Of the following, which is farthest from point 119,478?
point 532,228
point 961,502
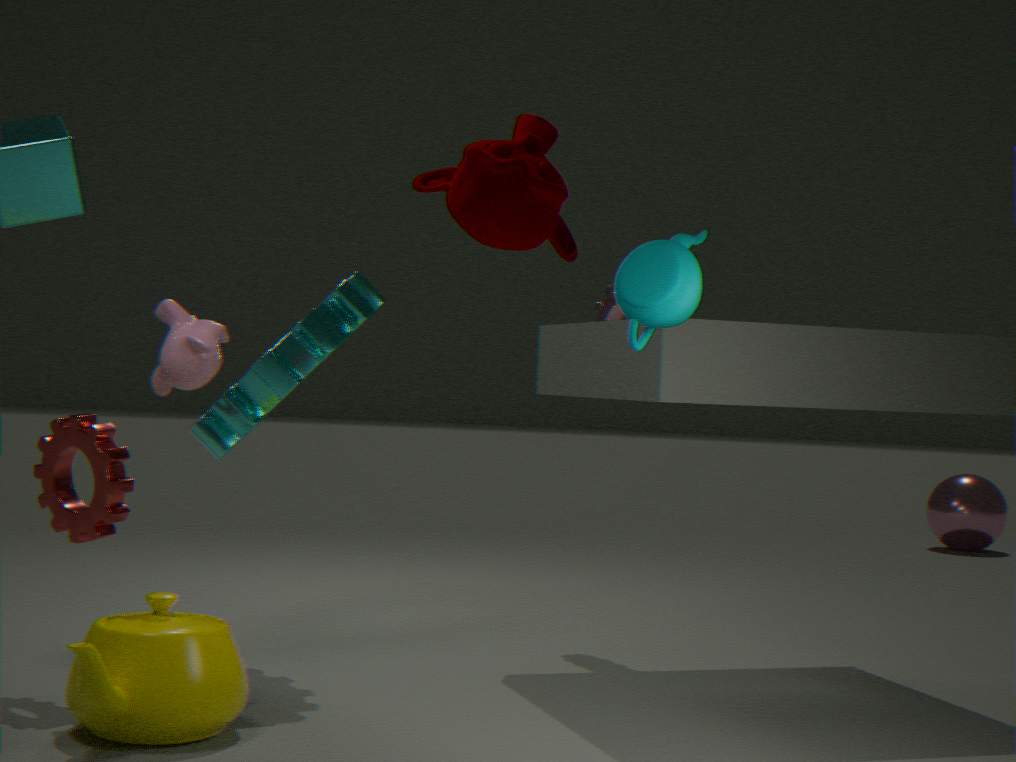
point 961,502
